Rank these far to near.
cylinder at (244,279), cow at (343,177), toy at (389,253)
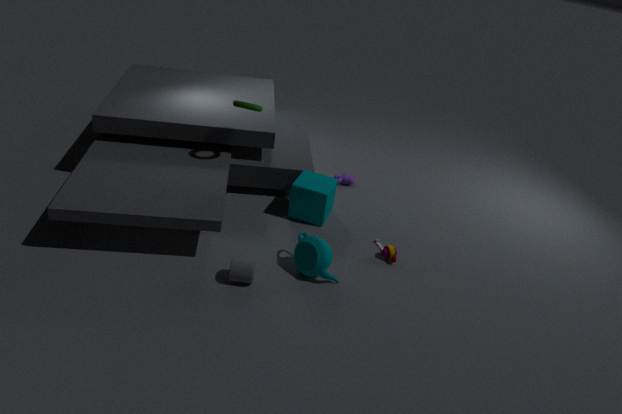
cow at (343,177), toy at (389,253), cylinder at (244,279)
